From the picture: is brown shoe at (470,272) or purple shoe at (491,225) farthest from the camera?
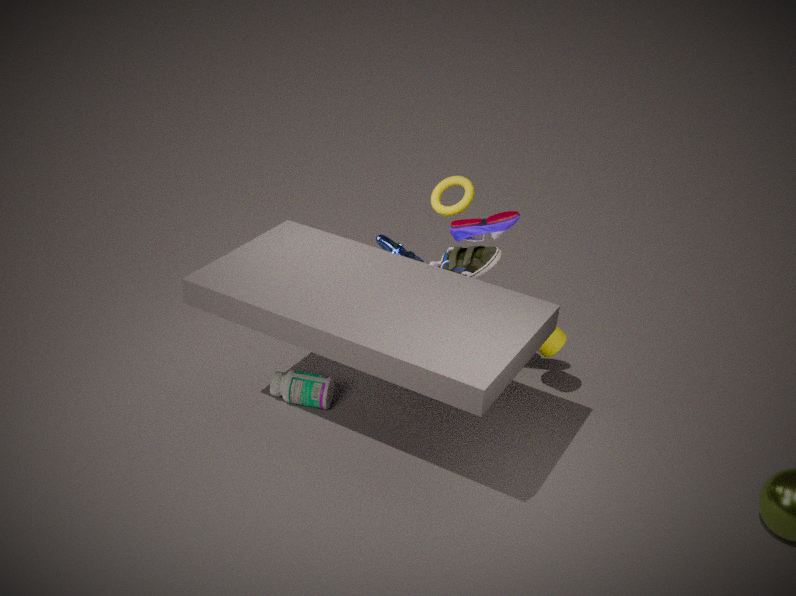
brown shoe at (470,272)
